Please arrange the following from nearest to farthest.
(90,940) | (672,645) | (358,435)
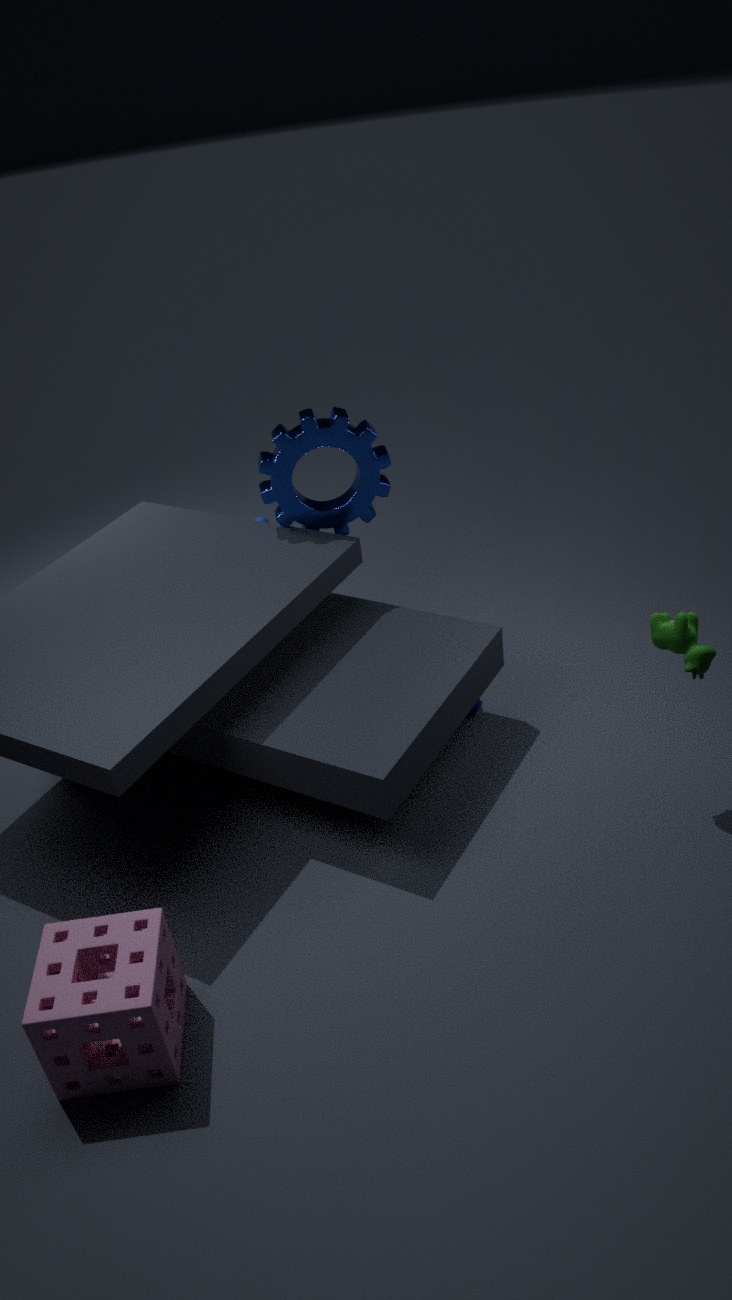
(90,940)
(672,645)
(358,435)
